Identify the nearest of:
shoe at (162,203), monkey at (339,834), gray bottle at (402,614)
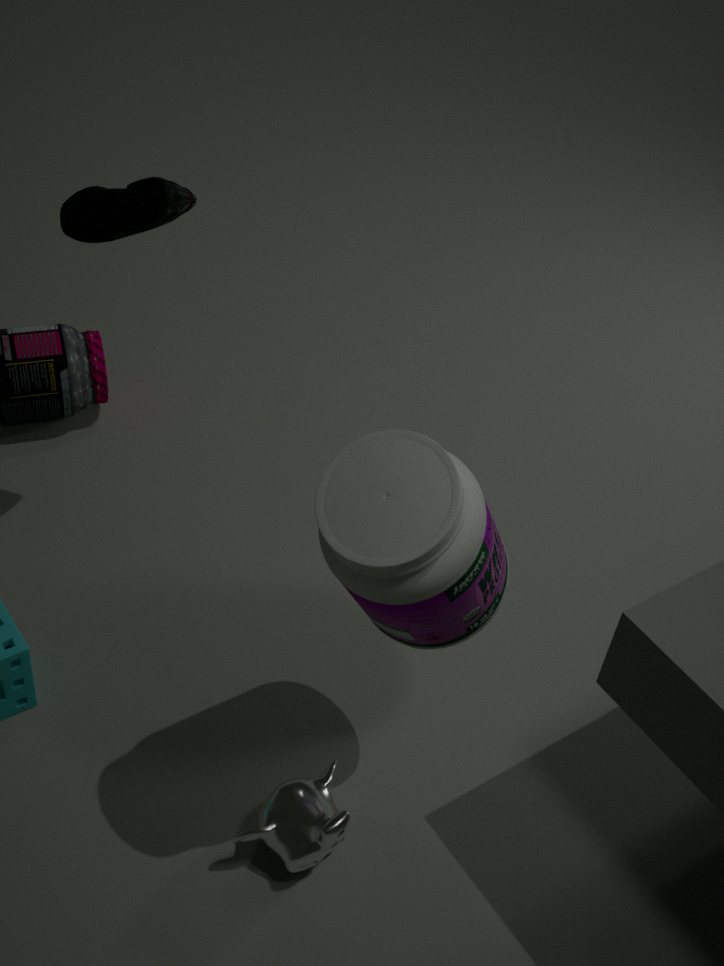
gray bottle at (402,614)
